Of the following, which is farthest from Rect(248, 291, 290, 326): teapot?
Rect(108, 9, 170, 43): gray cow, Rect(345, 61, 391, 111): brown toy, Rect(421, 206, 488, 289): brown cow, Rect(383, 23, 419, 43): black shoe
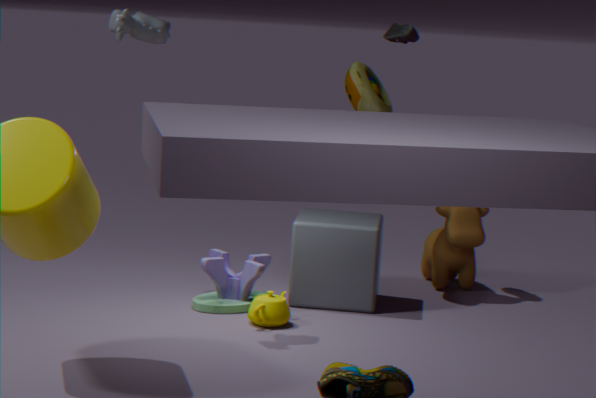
Rect(383, 23, 419, 43): black shoe
